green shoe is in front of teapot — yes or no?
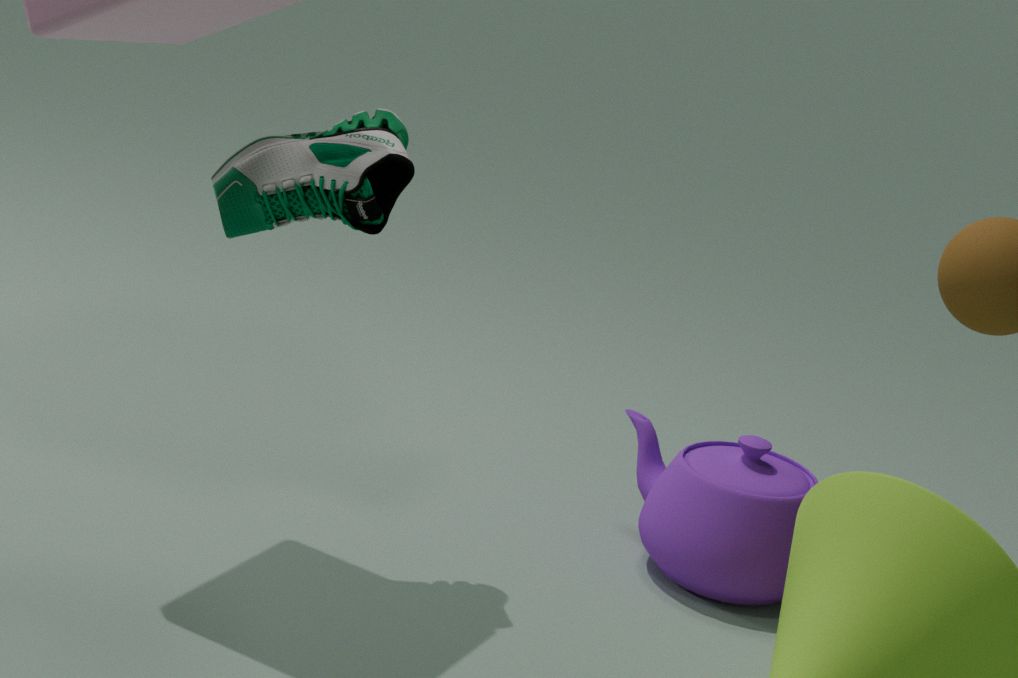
Yes
